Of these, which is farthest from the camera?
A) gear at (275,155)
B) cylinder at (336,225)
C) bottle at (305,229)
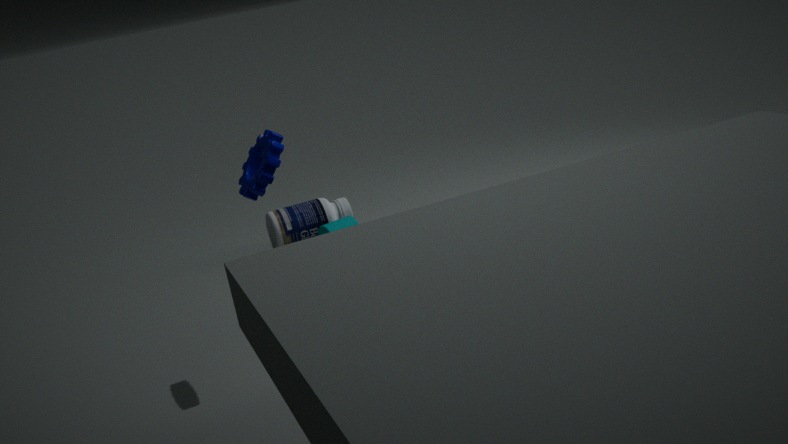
bottle at (305,229)
